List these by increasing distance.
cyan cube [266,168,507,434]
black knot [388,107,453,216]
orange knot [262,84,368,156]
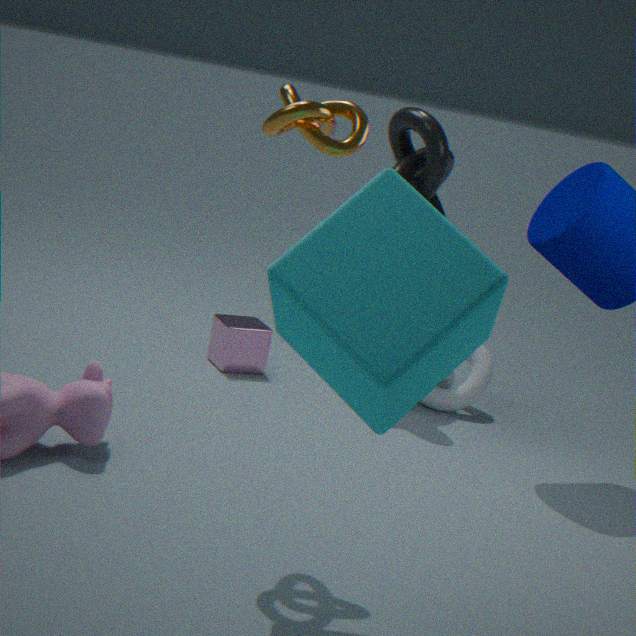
cyan cube [266,168,507,434] → orange knot [262,84,368,156] → black knot [388,107,453,216]
